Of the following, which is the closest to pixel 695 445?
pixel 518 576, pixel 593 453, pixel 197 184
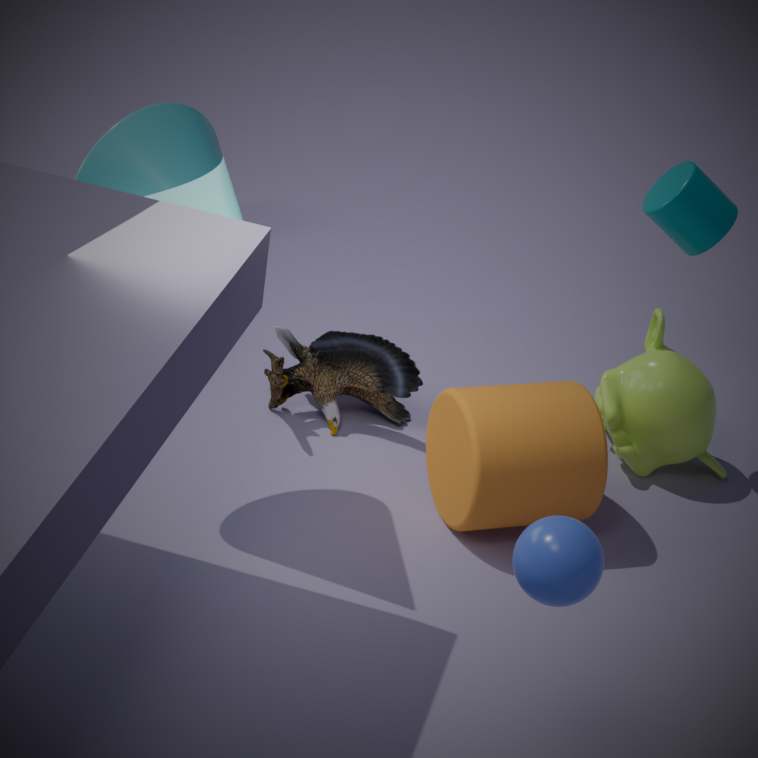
pixel 593 453
